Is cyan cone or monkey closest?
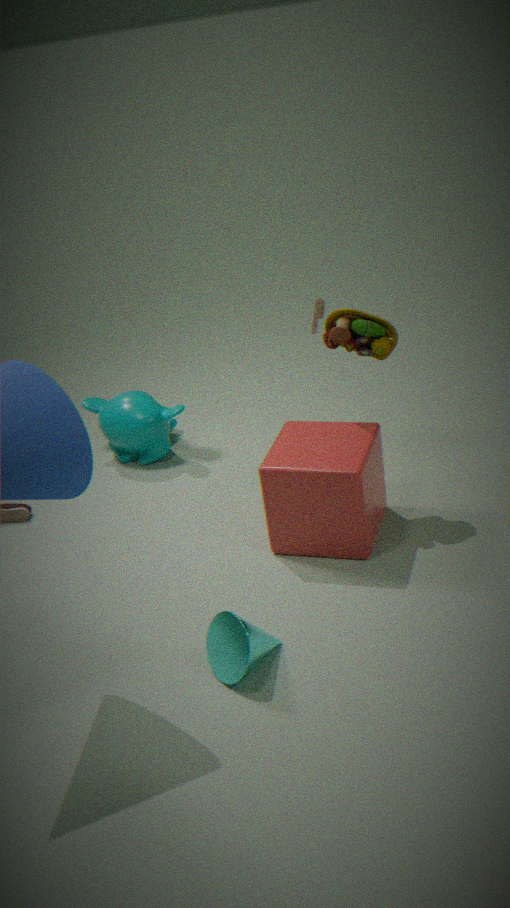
cyan cone
